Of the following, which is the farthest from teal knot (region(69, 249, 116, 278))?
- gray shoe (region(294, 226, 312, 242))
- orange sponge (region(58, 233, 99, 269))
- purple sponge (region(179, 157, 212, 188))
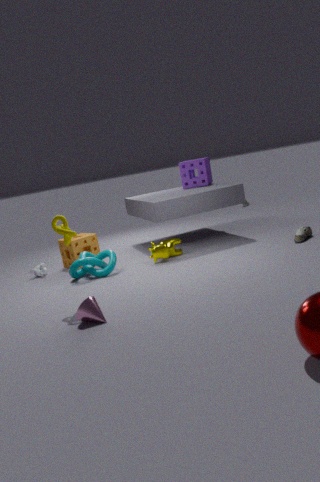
gray shoe (region(294, 226, 312, 242))
